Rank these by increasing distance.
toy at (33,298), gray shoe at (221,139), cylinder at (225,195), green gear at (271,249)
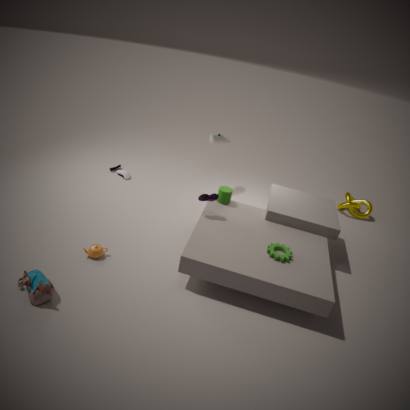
toy at (33,298), green gear at (271,249), cylinder at (225,195), gray shoe at (221,139)
